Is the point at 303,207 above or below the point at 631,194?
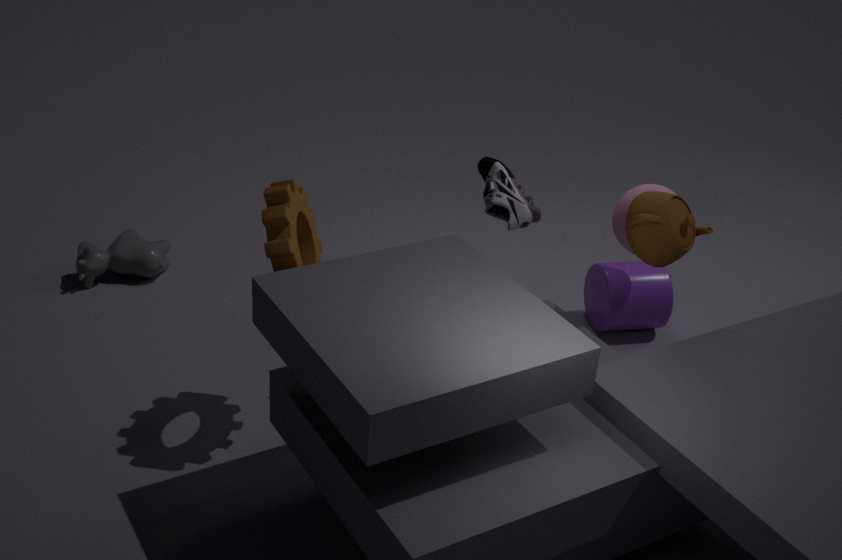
above
